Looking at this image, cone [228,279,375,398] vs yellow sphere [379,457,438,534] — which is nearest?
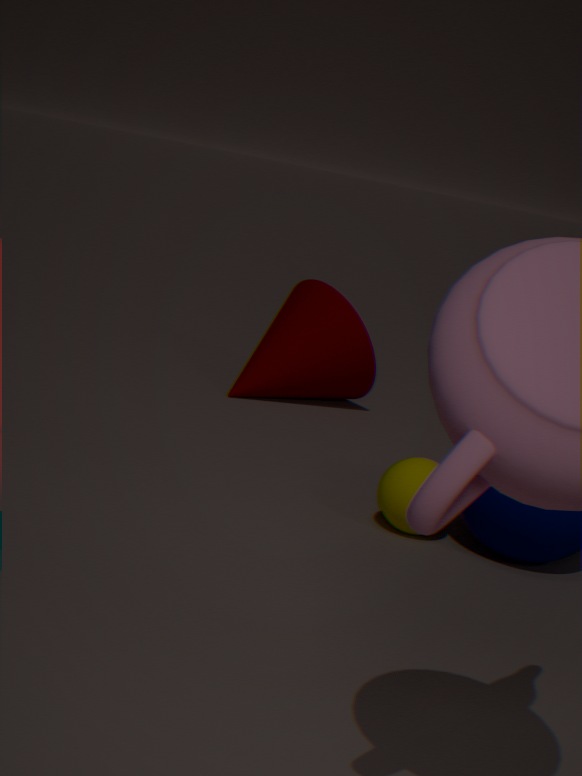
yellow sphere [379,457,438,534]
